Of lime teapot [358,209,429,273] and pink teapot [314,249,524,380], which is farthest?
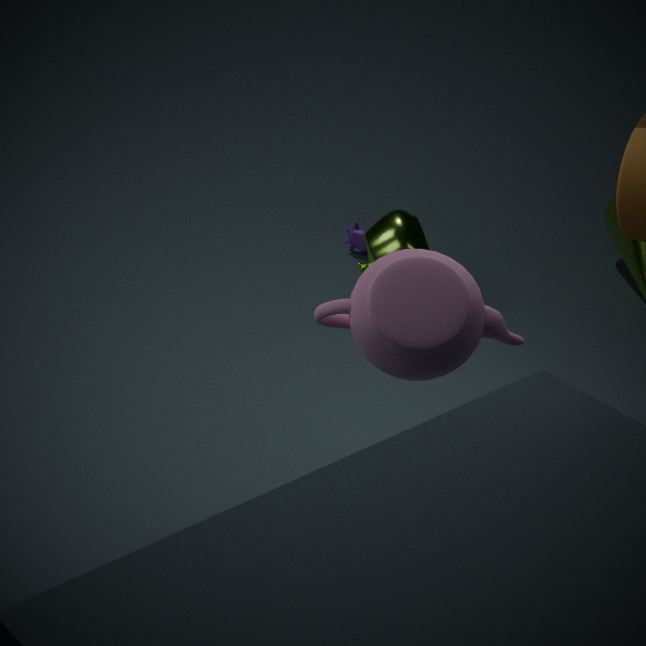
lime teapot [358,209,429,273]
